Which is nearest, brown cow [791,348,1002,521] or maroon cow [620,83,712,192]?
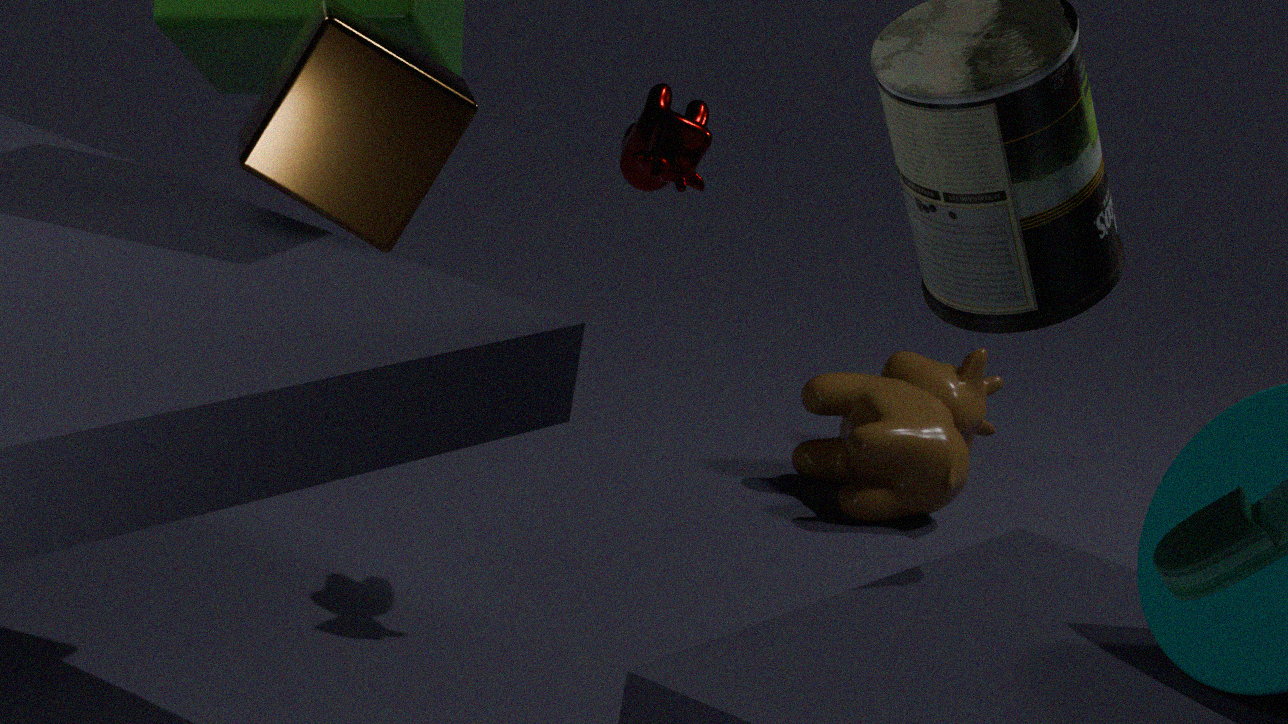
maroon cow [620,83,712,192]
